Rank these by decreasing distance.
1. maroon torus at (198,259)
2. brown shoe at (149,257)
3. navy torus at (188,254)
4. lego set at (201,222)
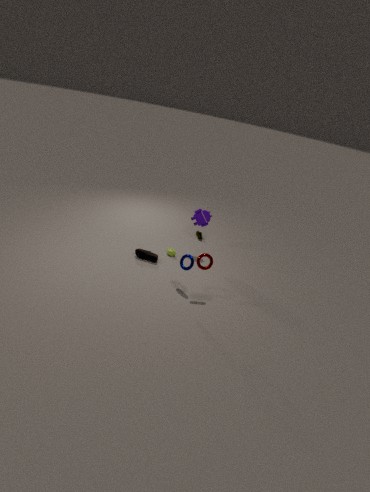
1. lego set at (201,222)
2. brown shoe at (149,257)
3. navy torus at (188,254)
4. maroon torus at (198,259)
